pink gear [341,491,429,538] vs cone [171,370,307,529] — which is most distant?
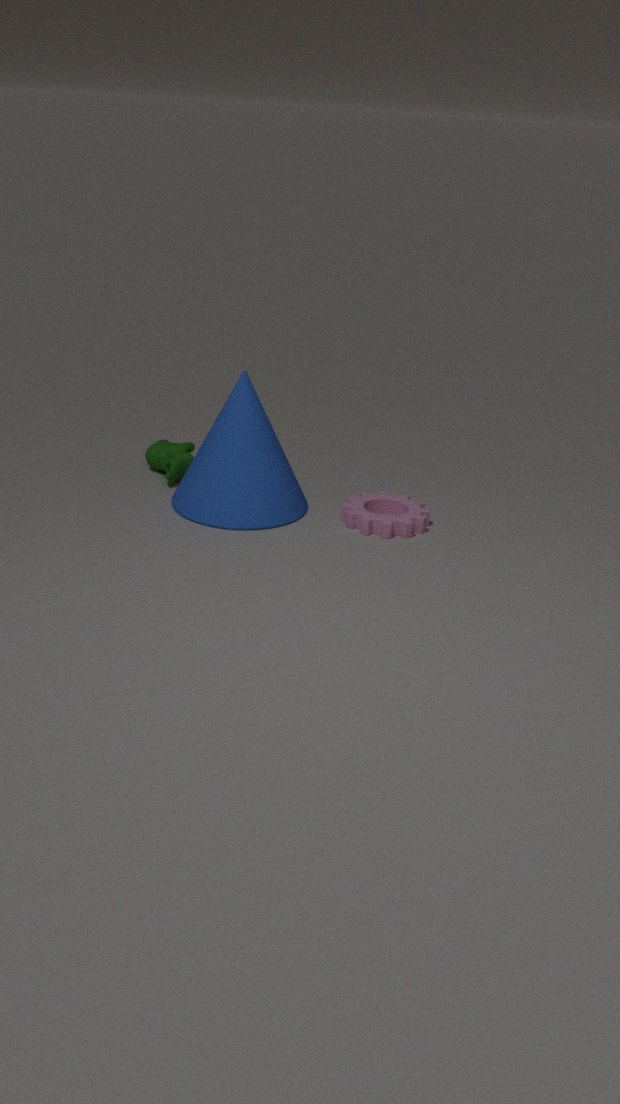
pink gear [341,491,429,538]
